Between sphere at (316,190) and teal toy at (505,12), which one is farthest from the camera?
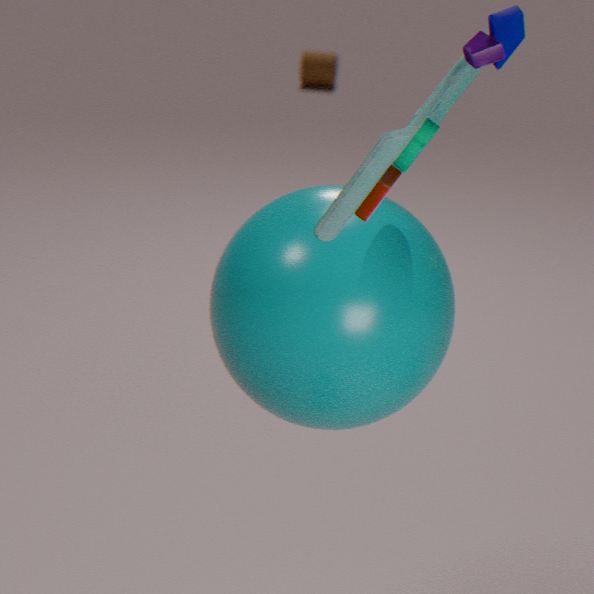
sphere at (316,190)
